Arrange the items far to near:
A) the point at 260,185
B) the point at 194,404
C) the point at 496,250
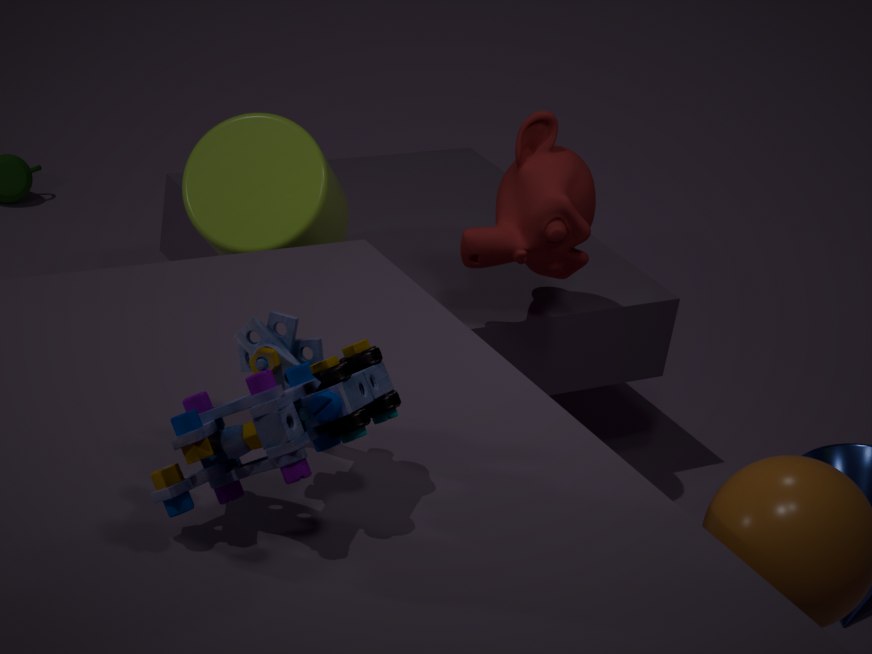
the point at 496,250, the point at 260,185, the point at 194,404
